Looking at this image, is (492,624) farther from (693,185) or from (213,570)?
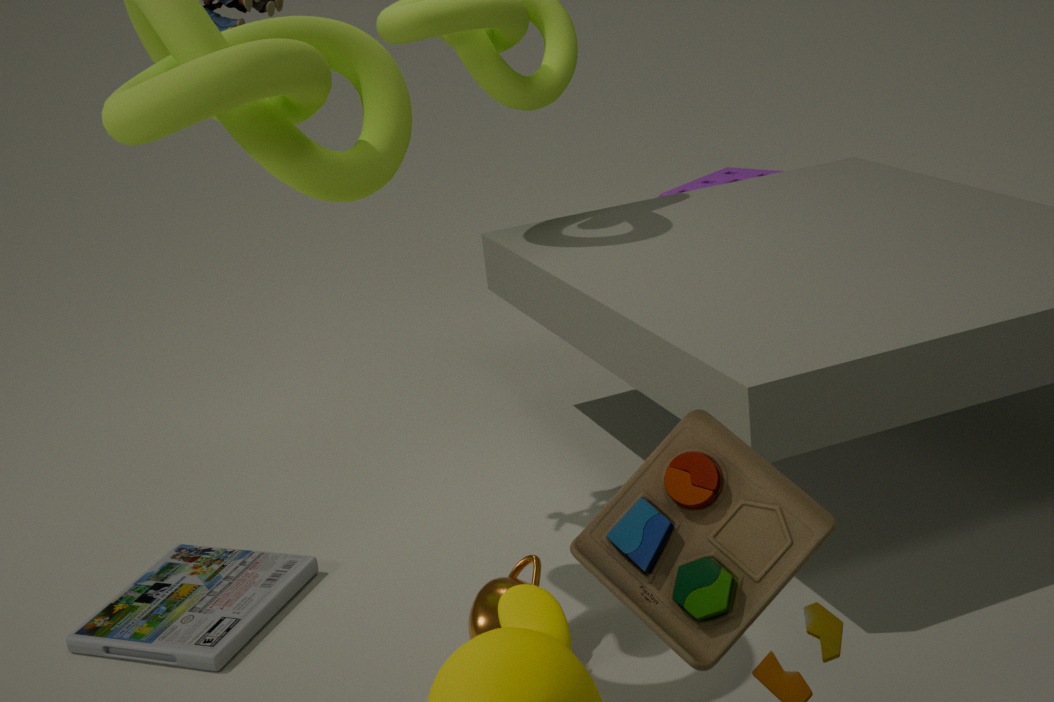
(693,185)
